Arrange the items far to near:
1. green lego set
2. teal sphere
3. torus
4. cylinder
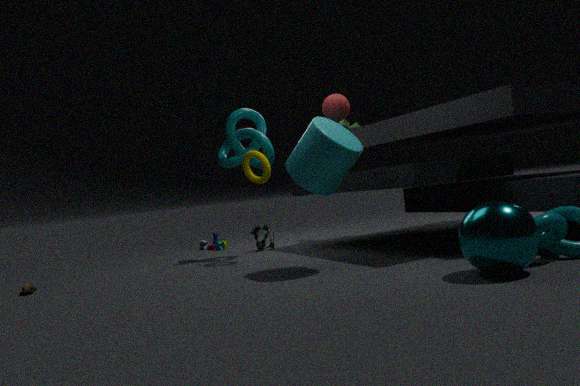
green lego set → torus → cylinder → teal sphere
